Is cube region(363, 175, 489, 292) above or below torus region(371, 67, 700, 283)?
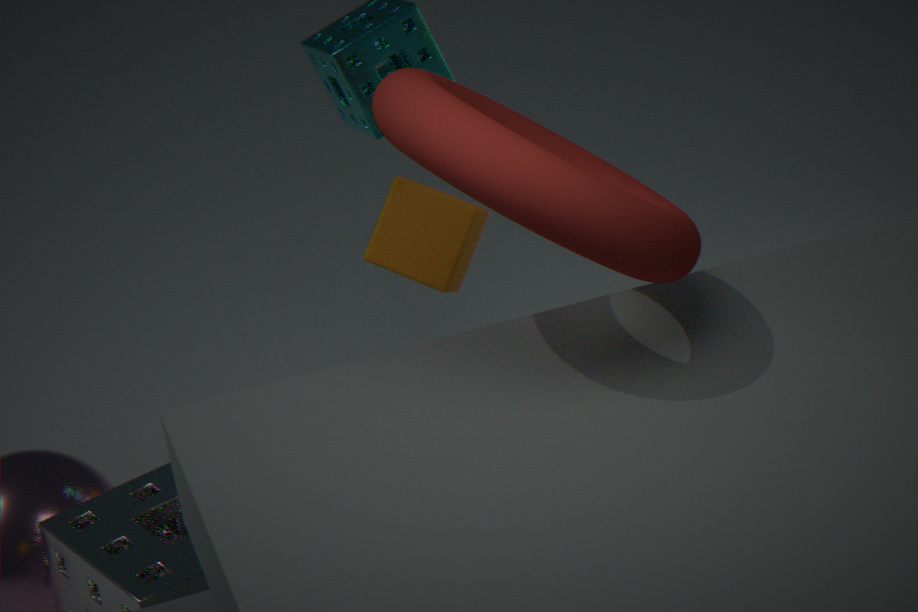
below
